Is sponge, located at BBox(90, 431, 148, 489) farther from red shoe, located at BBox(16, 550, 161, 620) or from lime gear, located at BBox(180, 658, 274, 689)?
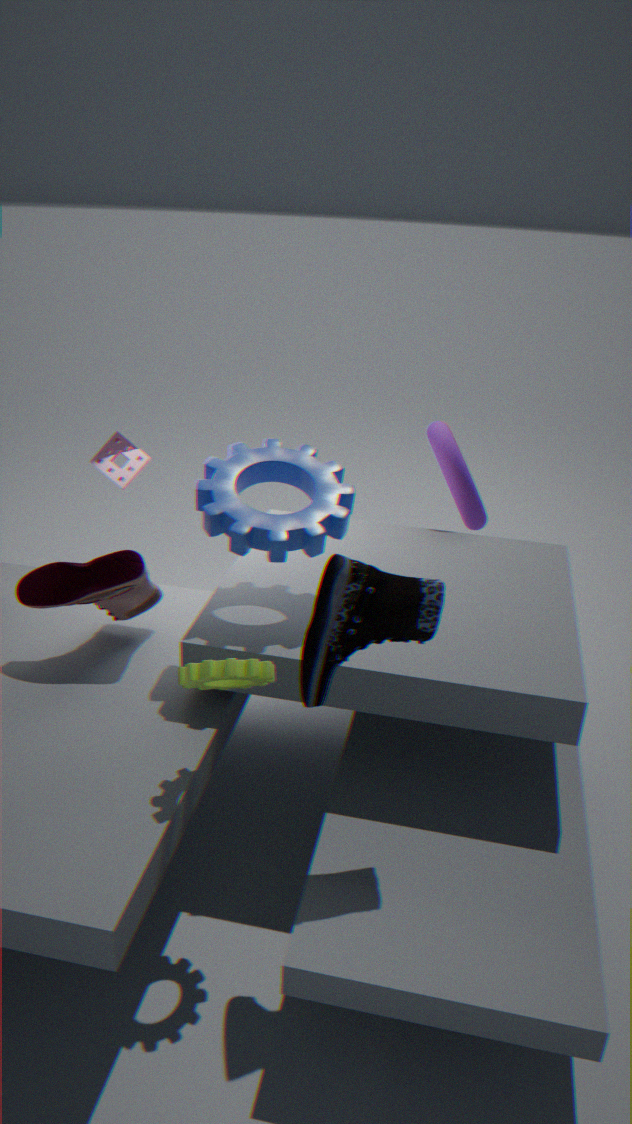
lime gear, located at BBox(180, 658, 274, 689)
